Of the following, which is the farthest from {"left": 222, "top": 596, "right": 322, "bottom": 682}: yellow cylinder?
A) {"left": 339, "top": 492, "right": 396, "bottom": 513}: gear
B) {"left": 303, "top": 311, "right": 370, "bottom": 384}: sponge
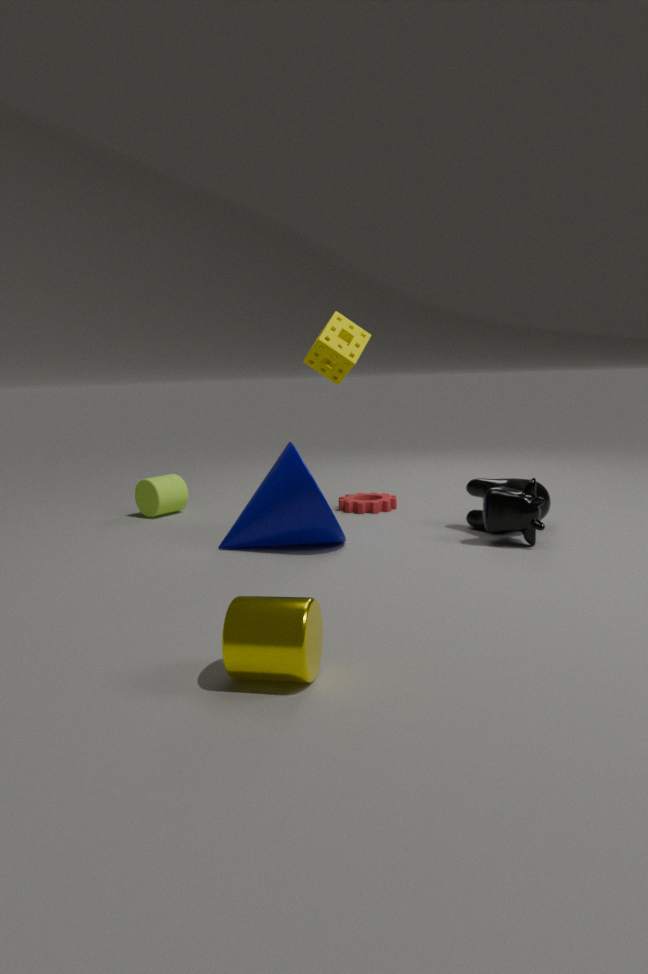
{"left": 339, "top": 492, "right": 396, "bottom": 513}: gear
